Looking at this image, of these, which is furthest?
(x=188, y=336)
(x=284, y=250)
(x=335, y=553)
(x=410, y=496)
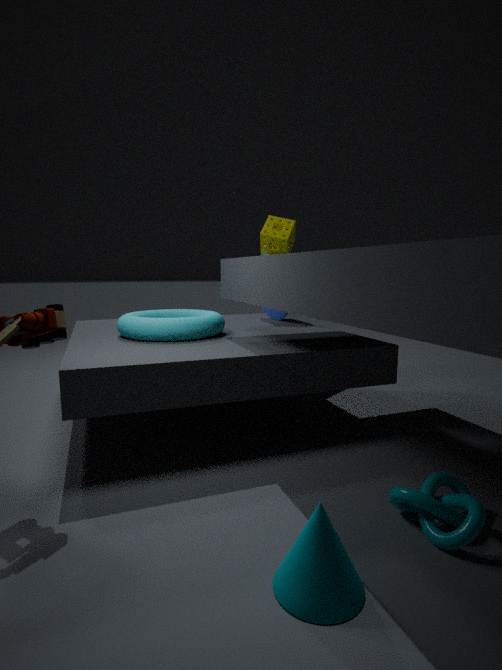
(x=284, y=250)
